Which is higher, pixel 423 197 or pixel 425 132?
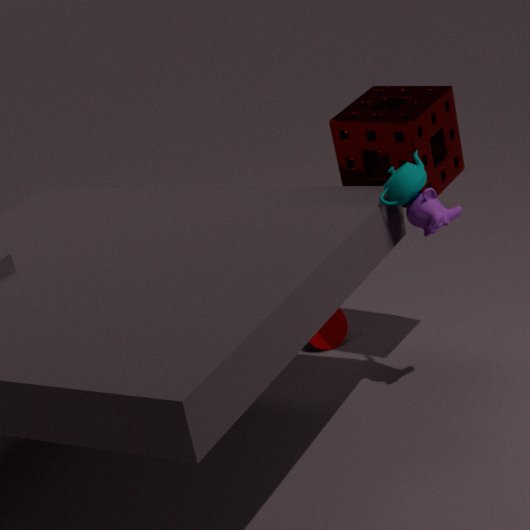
pixel 425 132
